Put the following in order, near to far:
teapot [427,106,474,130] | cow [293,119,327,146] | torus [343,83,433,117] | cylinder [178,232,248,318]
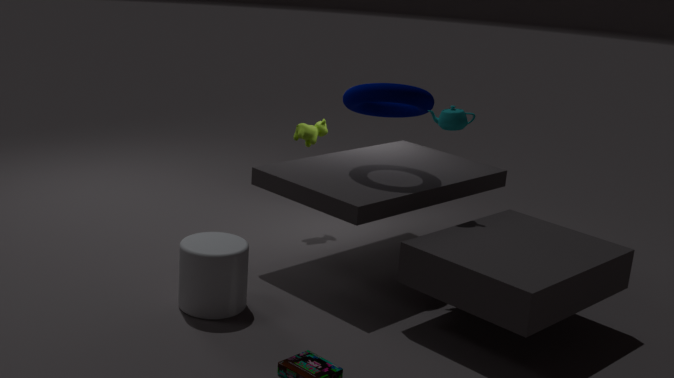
cylinder [178,232,248,318]
teapot [427,106,474,130]
torus [343,83,433,117]
cow [293,119,327,146]
